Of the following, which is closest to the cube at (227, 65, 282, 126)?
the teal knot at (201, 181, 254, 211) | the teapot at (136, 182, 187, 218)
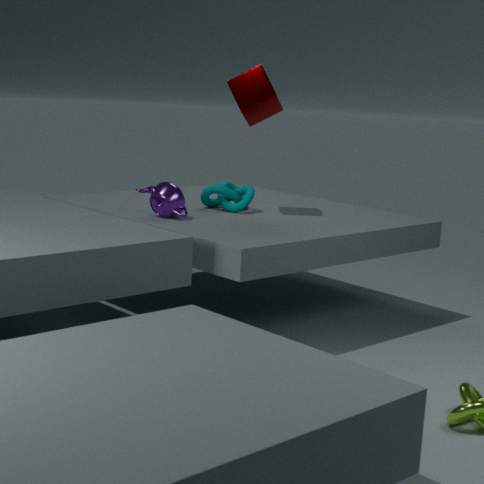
the teal knot at (201, 181, 254, 211)
